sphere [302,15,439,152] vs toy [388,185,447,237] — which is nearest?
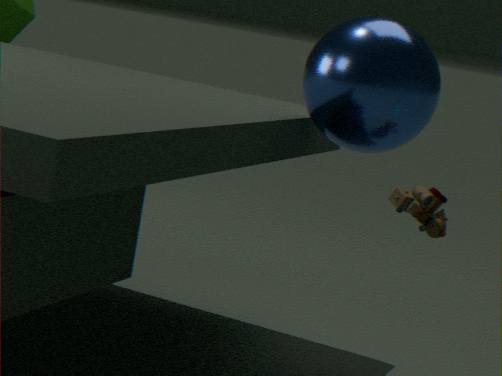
toy [388,185,447,237]
